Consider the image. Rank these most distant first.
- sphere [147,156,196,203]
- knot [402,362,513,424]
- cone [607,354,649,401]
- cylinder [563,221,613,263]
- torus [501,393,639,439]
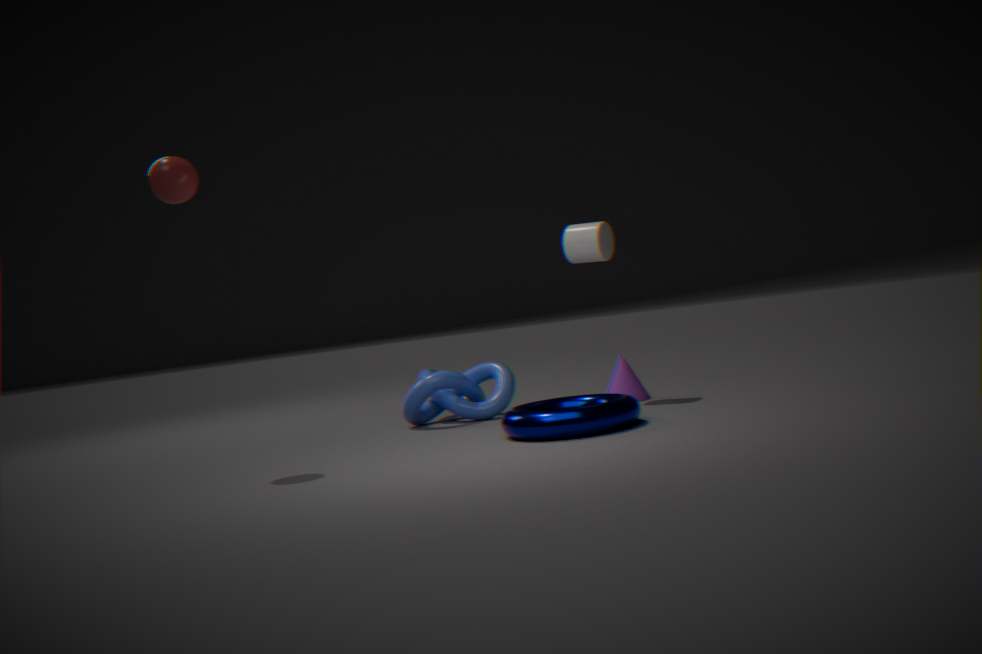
cone [607,354,649,401] → knot [402,362,513,424] → cylinder [563,221,613,263] → sphere [147,156,196,203] → torus [501,393,639,439]
